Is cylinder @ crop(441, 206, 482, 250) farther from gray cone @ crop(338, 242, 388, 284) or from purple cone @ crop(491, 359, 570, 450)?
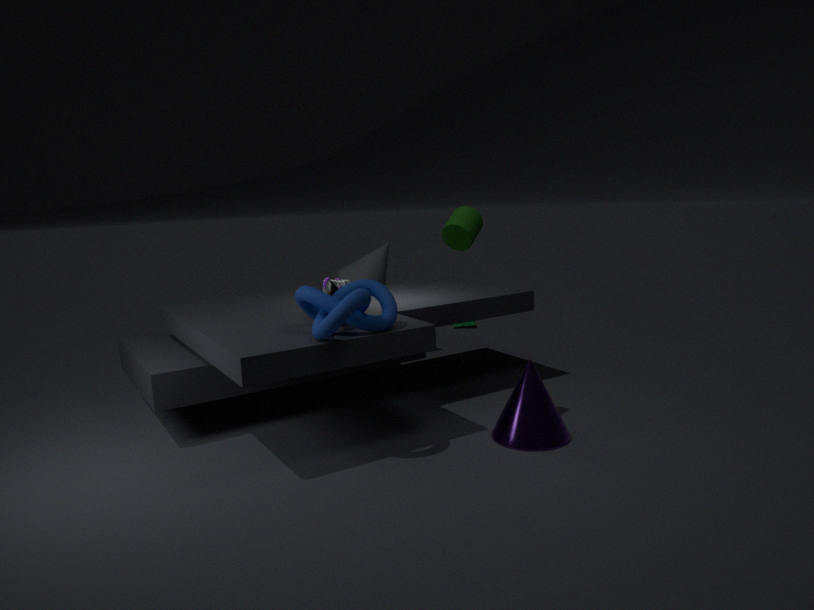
gray cone @ crop(338, 242, 388, 284)
